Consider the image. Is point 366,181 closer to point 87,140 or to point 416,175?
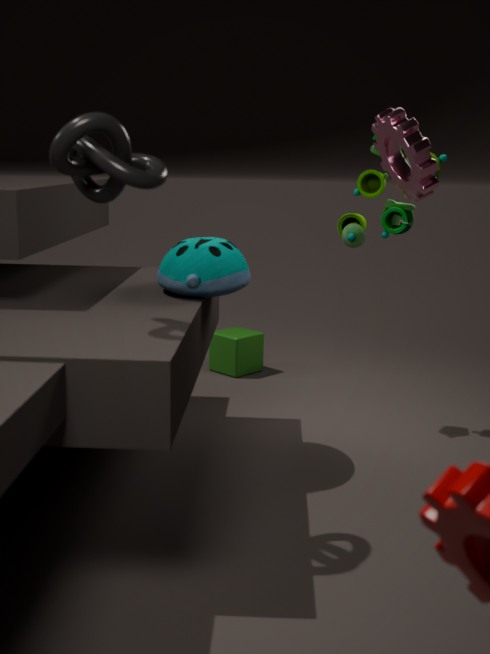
point 416,175
